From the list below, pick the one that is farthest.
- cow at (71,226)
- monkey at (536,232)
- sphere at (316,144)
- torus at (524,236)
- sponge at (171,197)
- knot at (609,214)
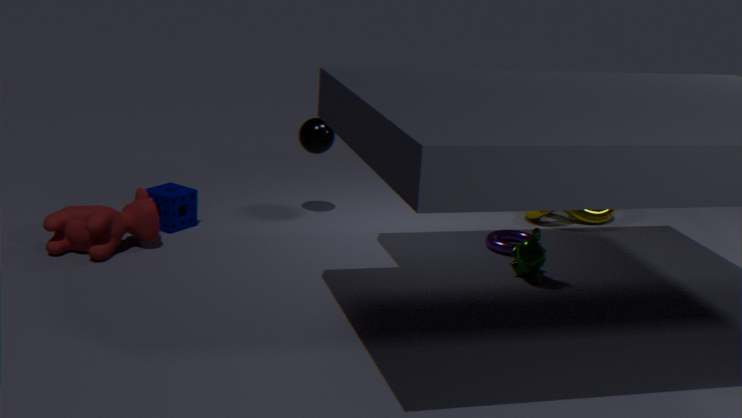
knot at (609,214)
